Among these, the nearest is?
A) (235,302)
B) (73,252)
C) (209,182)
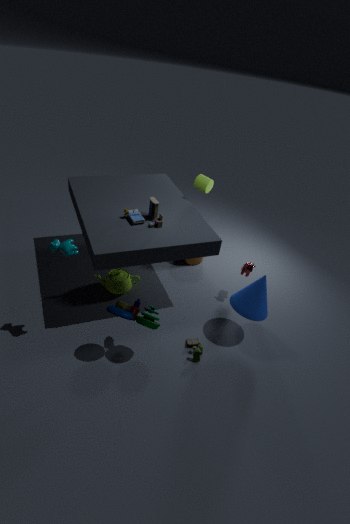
(73,252)
